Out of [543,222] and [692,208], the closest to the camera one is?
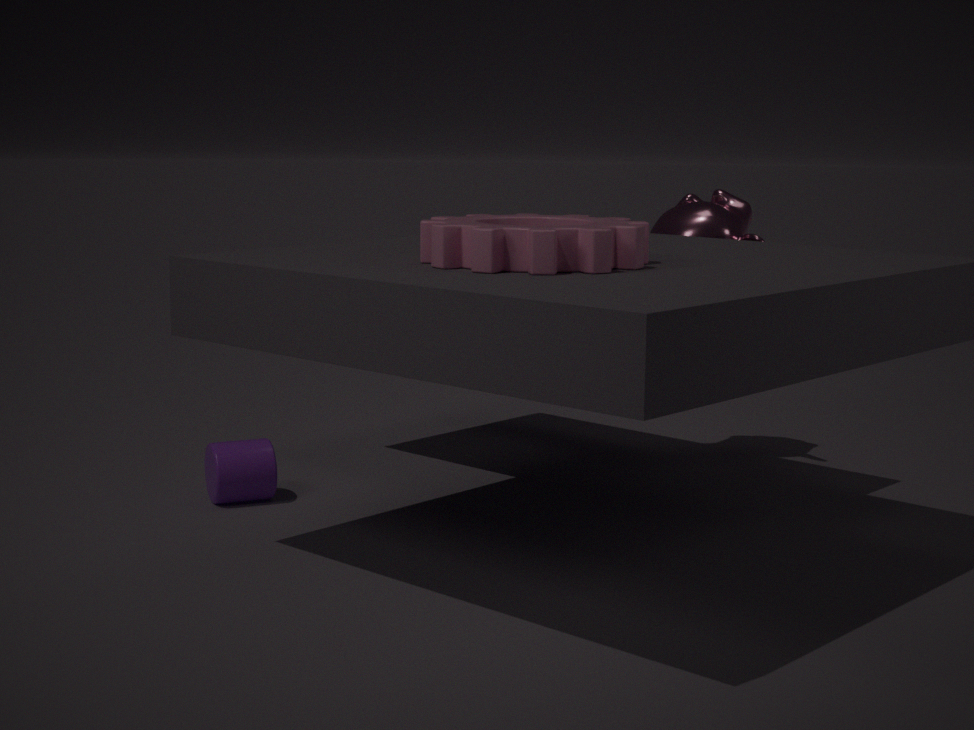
[543,222]
